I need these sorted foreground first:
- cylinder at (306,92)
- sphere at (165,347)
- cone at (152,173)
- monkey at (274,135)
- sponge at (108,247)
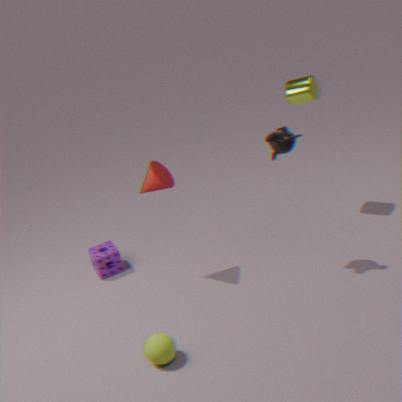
1. sphere at (165,347)
2. monkey at (274,135)
3. cone at (152,173)
4. cylinder at (306,92)
5. sponge at (108,247)
